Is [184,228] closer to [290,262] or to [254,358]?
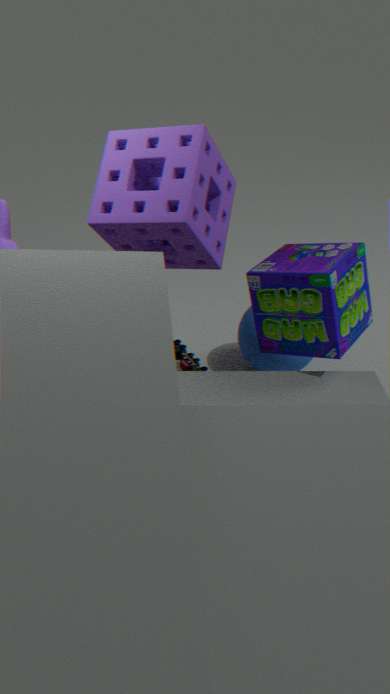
[290,262]
